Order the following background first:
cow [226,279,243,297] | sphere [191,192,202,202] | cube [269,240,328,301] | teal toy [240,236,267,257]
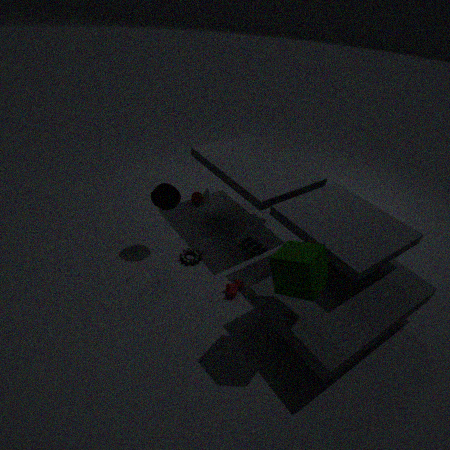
sphere [191,192,202,202], teal toy [240,236,267,257], cow [226,279,243,297], cube [269,240,328,301]
